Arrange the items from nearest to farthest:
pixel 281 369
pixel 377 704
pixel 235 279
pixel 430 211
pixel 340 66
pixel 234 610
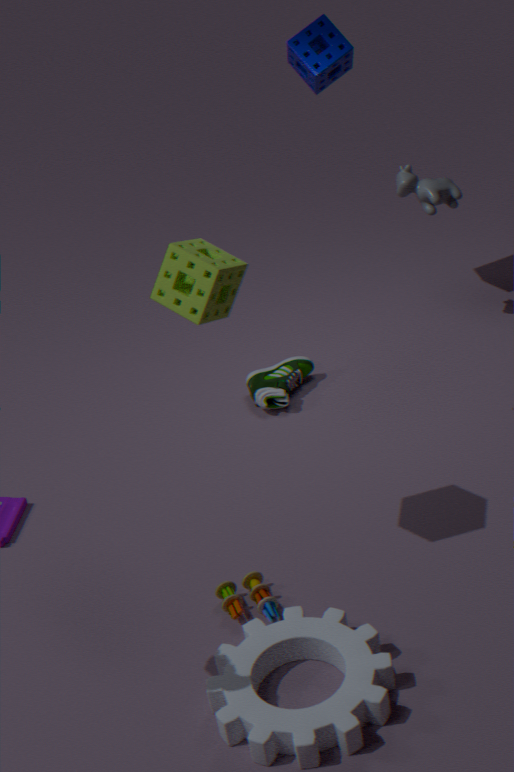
pixel 377 704
pixel 235 279
pixel 234 610
pixel 340 66
pixel 430 211
pixel 281 369
